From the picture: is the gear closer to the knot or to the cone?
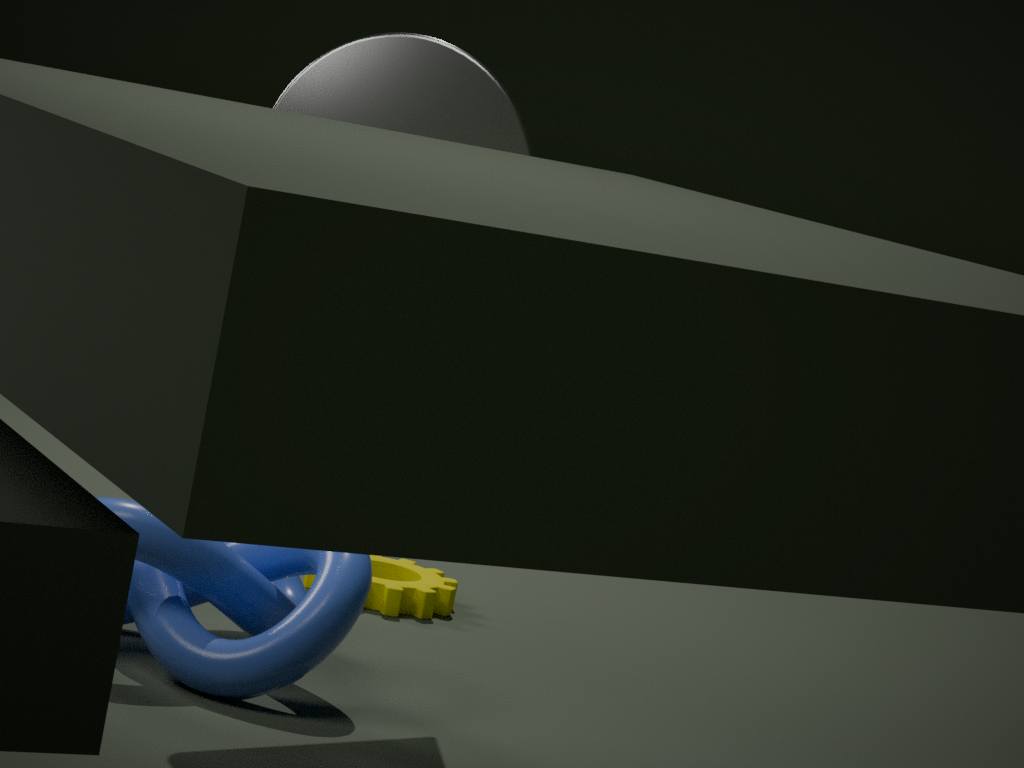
the knot
